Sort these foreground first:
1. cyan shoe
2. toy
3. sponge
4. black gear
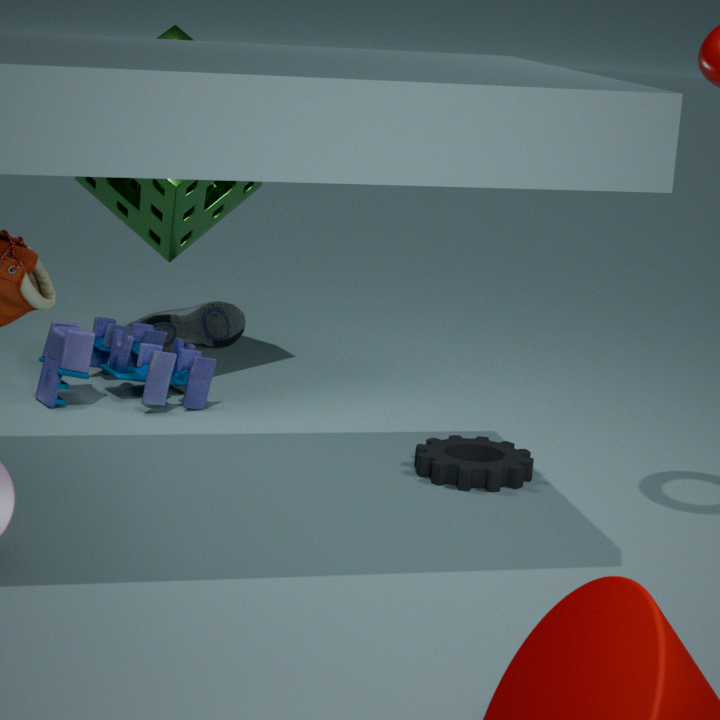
black gear → toy → sponge → cyan shoe
